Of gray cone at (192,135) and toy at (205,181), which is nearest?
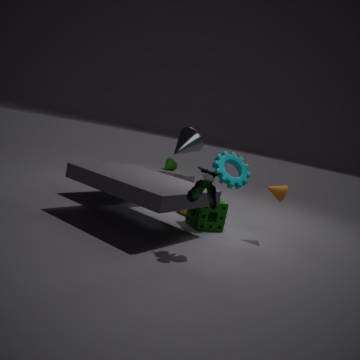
toy at (205,181)
